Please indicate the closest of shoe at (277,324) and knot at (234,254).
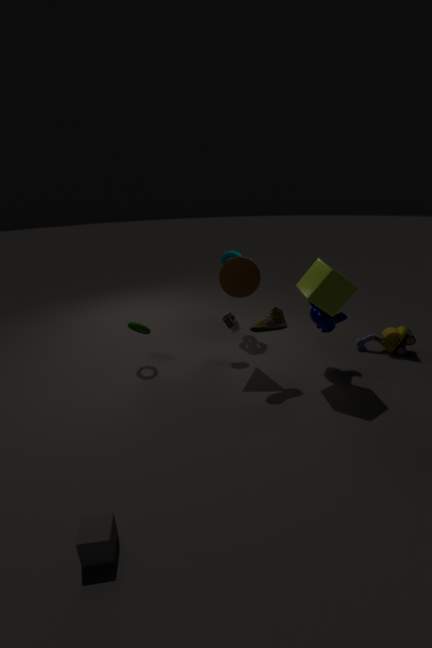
shoe at (277,324)
